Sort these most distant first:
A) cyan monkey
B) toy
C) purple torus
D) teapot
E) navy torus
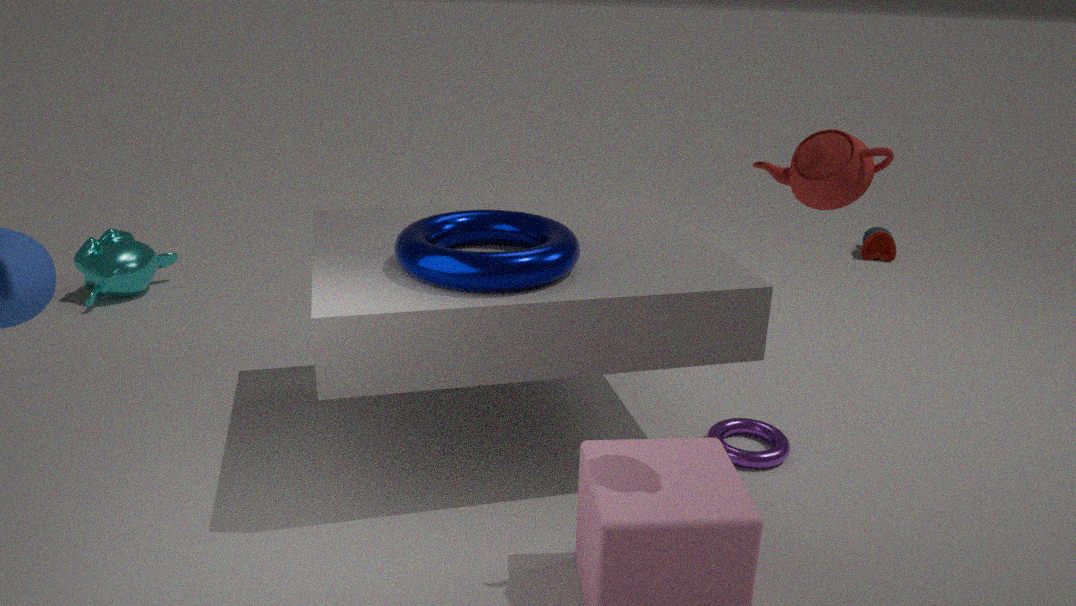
toy
cyan monkey
purple torus
navy torus
teapot
